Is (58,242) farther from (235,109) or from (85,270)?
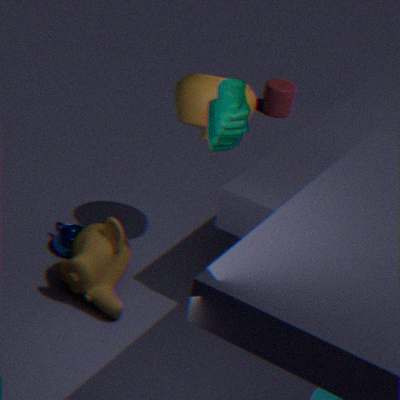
(235,109)
